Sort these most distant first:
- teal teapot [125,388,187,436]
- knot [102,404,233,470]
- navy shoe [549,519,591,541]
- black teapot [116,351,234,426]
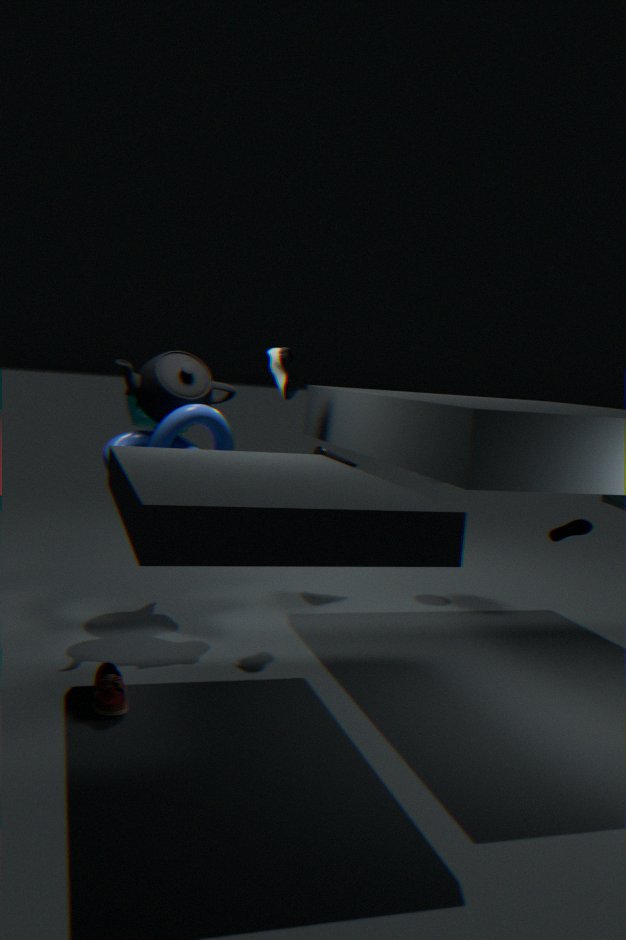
teal teapot [125,388,187,436], navy shoe [549,519,591,541], black teapot [116,351,234,426], knot [102,404,233,470]
